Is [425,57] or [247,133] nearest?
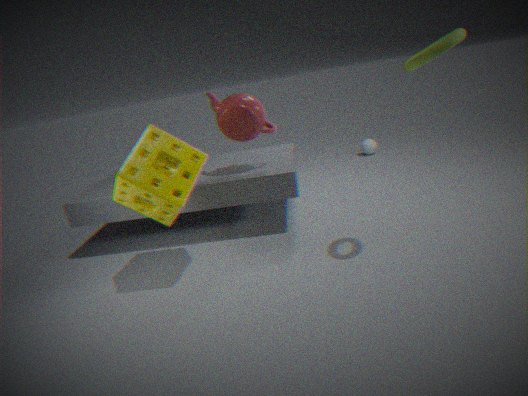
[425,57]
